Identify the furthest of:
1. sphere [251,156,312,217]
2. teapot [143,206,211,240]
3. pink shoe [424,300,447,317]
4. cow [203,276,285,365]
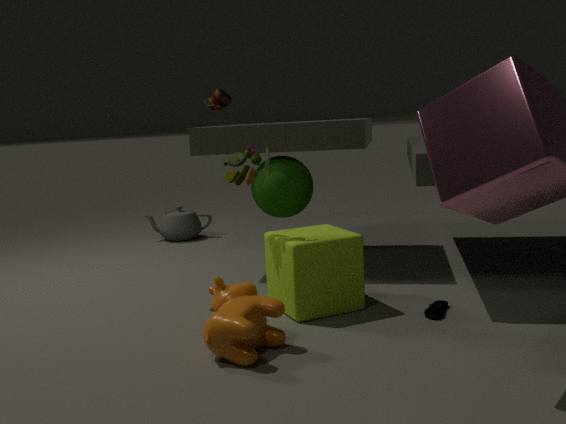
teapot [143,206,211,240]
